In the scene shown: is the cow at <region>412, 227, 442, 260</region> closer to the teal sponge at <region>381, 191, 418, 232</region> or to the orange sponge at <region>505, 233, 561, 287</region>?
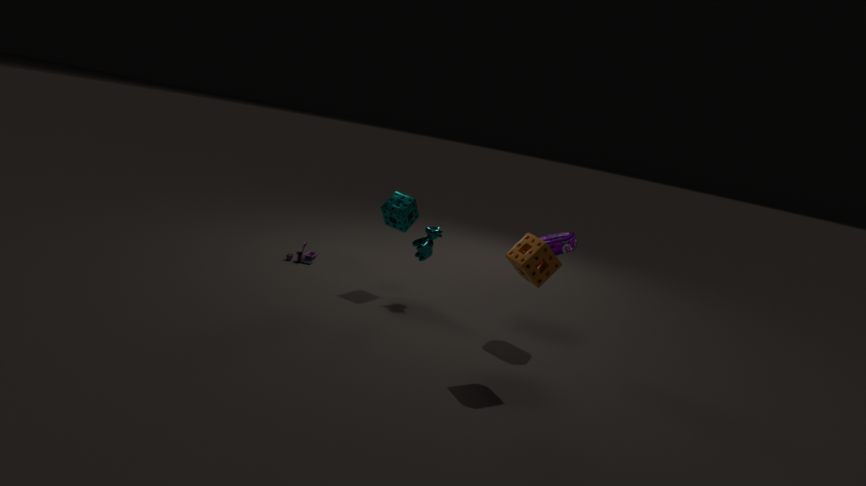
the teal sponge at <region>381, 191, 418, 232</region>
